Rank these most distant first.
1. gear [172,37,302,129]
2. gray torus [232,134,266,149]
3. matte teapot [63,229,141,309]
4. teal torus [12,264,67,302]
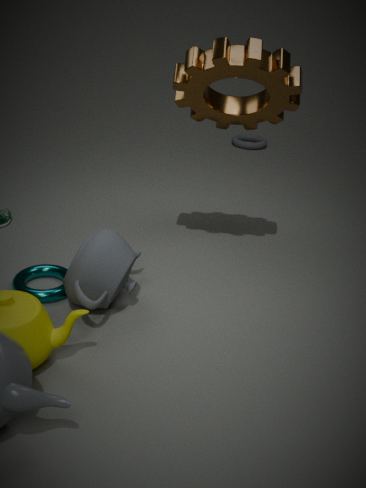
gray torus [232,134,266,149]
teal torus [12,264,67,302]
gear [172,37,302,129]
matte teapot [63,229,141,309]
